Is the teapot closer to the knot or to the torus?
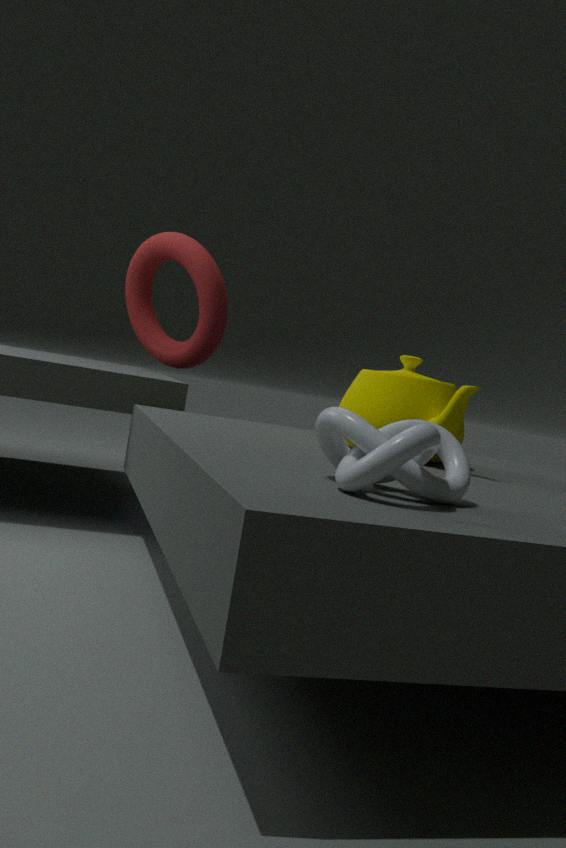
the knot
